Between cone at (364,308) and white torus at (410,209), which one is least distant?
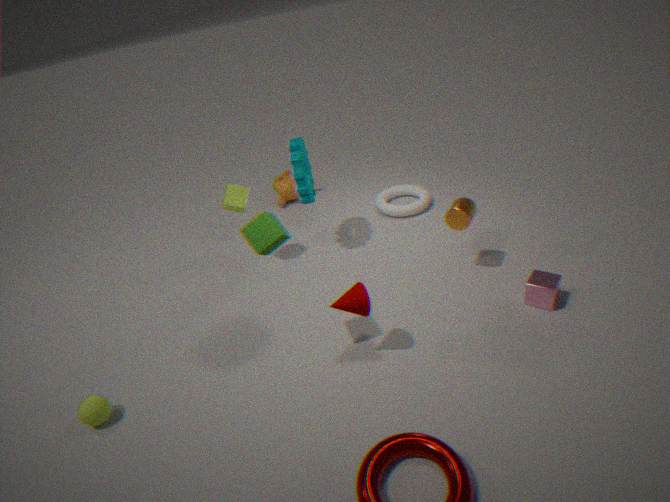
cone at (364,308)
